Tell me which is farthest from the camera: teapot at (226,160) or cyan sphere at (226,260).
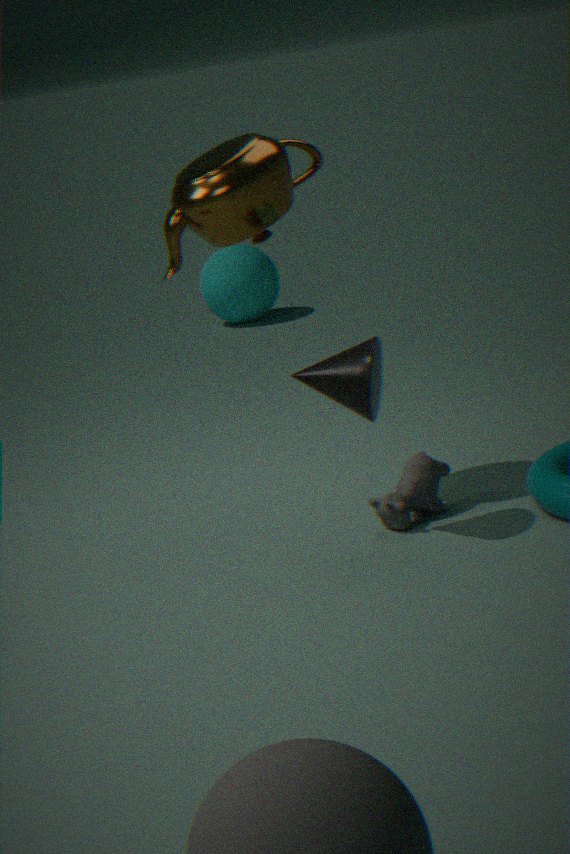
cyan sphere at (226,260)
